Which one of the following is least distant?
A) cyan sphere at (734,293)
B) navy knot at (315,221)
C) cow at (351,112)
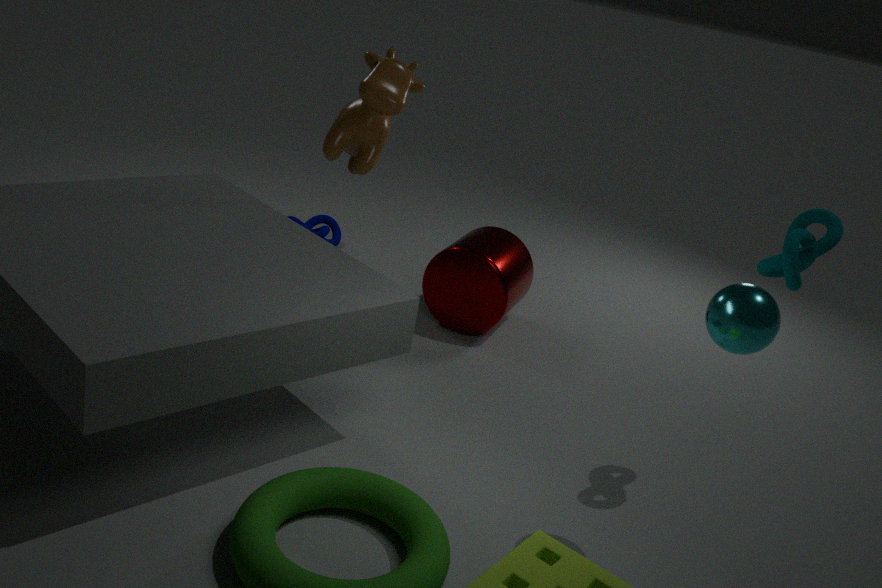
cyan sphere at (734,293)
